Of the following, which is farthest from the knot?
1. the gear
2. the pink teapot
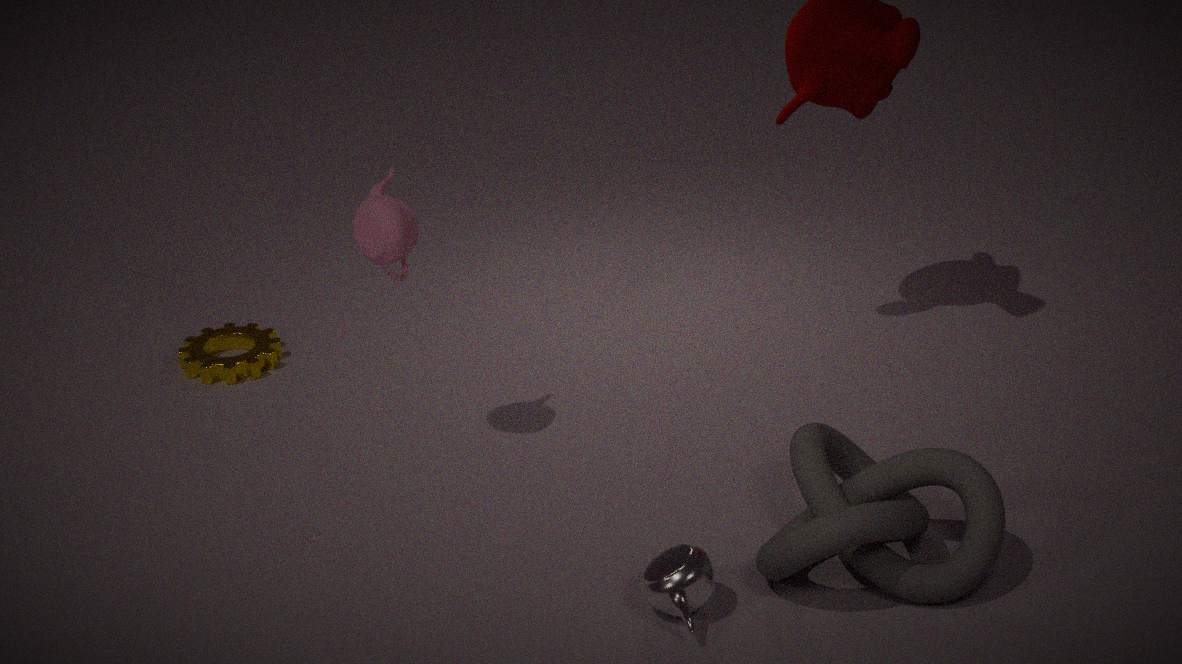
the gear
